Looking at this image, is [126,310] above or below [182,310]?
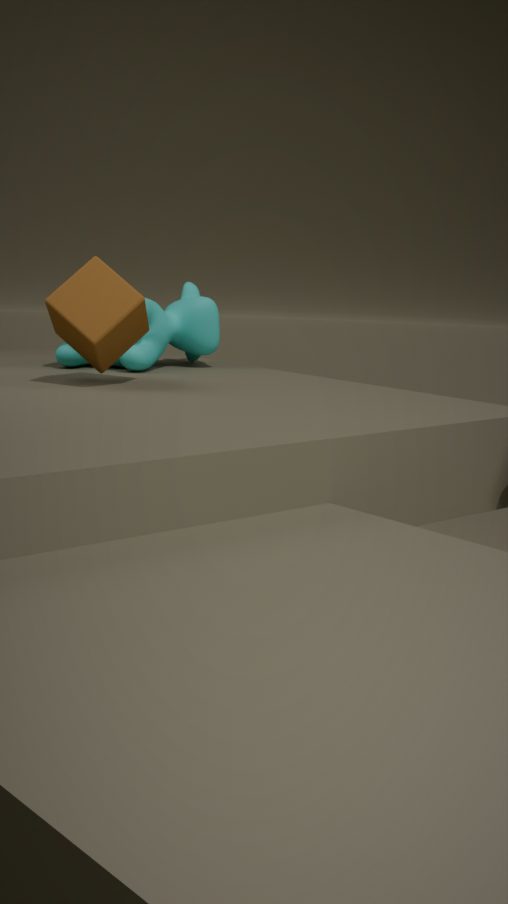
above
